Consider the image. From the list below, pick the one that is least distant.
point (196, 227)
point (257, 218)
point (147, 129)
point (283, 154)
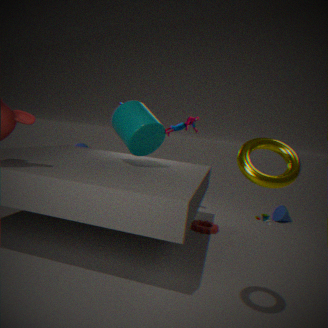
point (283, 154)
